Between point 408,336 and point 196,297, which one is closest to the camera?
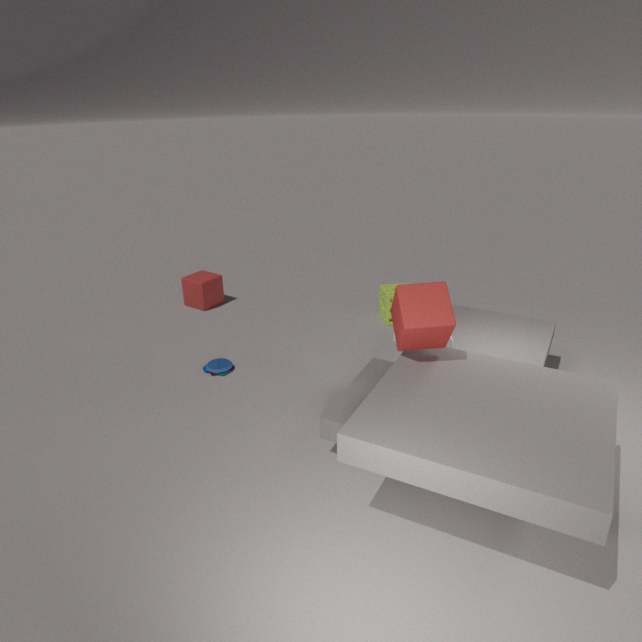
point 408,336
